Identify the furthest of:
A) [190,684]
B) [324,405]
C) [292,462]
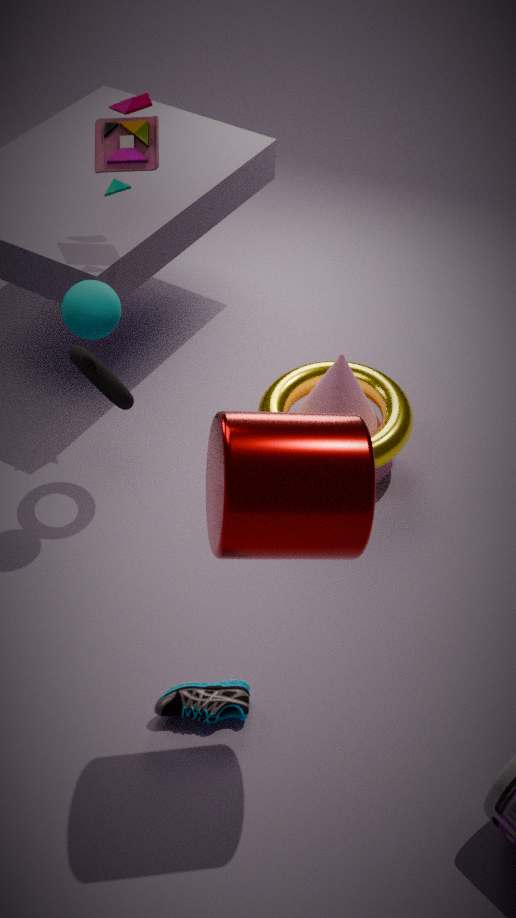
[324,405]
